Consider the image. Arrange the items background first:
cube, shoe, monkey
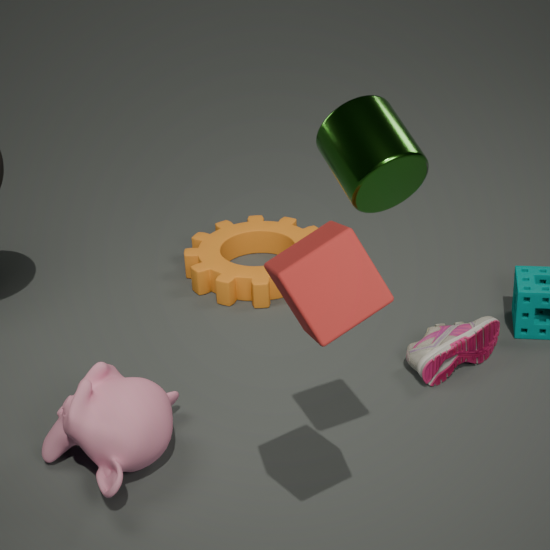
shoe, monkey, cube
